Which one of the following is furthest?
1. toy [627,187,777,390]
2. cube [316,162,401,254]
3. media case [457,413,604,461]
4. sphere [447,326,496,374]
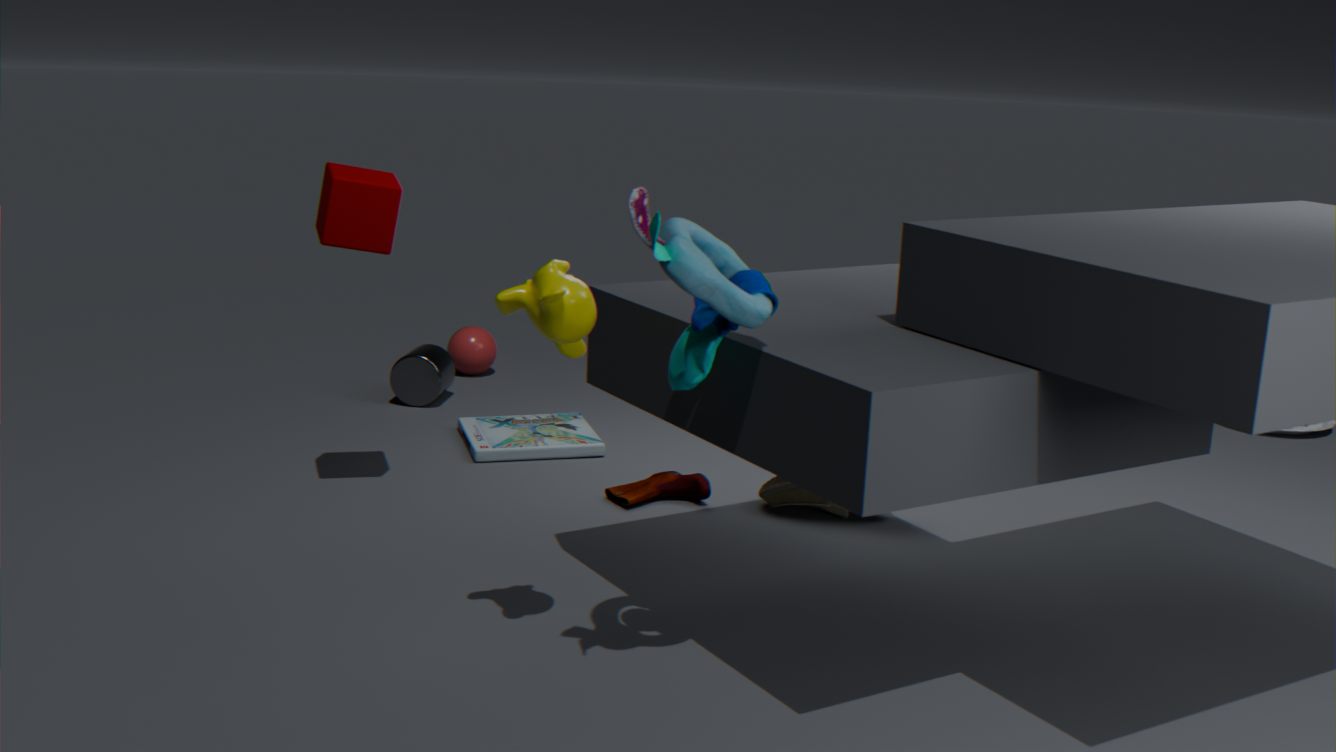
sphere [447,326,496,374]
